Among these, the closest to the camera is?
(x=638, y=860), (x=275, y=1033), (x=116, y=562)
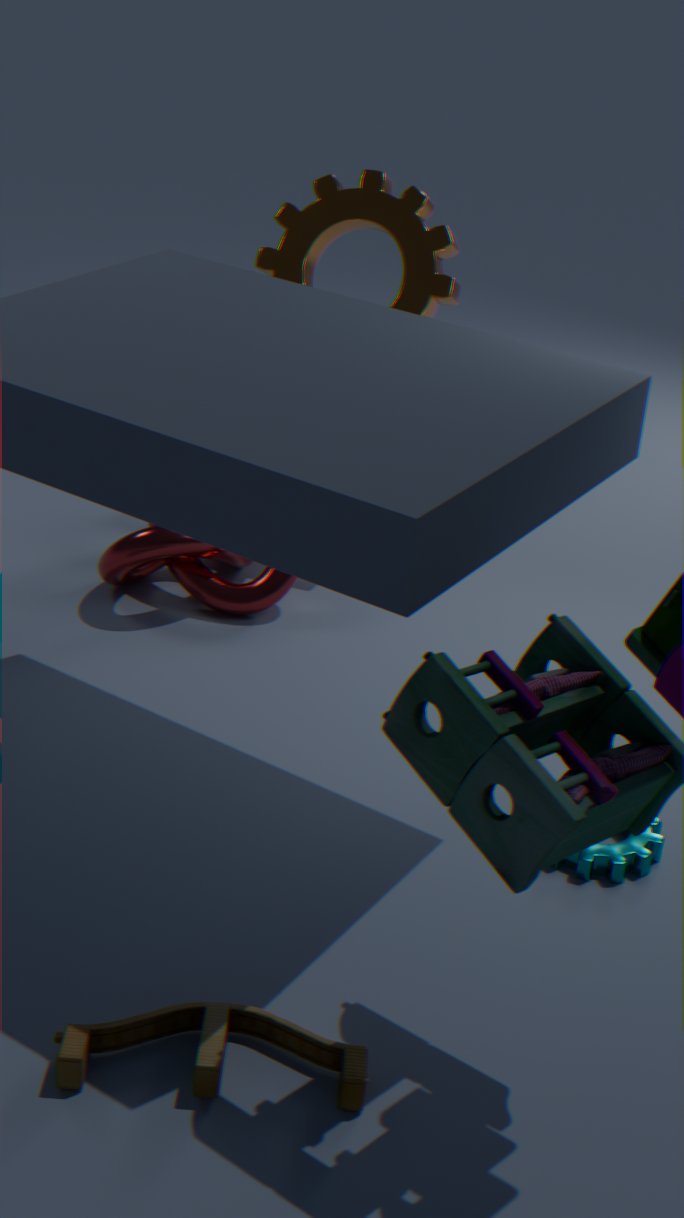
(x=275, y=1033)
